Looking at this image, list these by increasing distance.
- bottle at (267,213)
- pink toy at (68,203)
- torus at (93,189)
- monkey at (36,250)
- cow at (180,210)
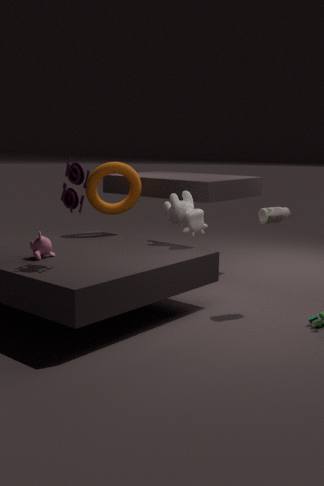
pink toy at (68,203), monkey at (36,250), bottle at (267,213), cow at (180,210), torus at (93,189)
